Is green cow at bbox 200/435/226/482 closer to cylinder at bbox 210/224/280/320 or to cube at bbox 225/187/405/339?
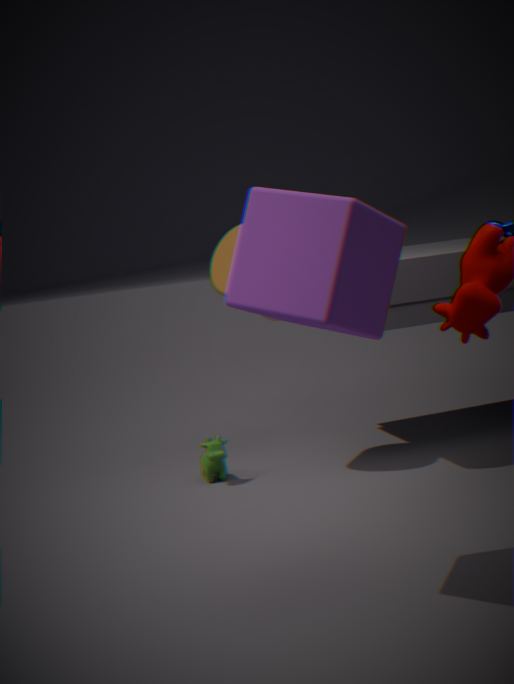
cylinder at bbox 210/224/280/320
